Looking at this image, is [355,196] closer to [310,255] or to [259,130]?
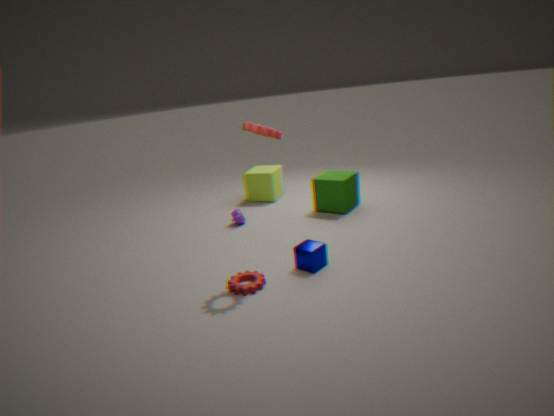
[310,255]
